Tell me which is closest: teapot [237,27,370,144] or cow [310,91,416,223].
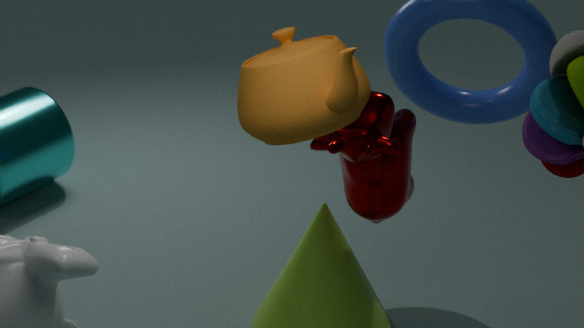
teapot [237,27,370,144]
